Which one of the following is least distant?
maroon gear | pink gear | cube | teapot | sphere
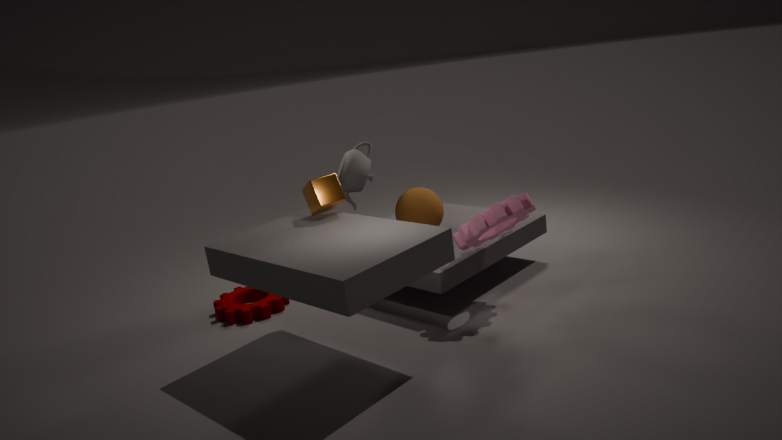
cube
